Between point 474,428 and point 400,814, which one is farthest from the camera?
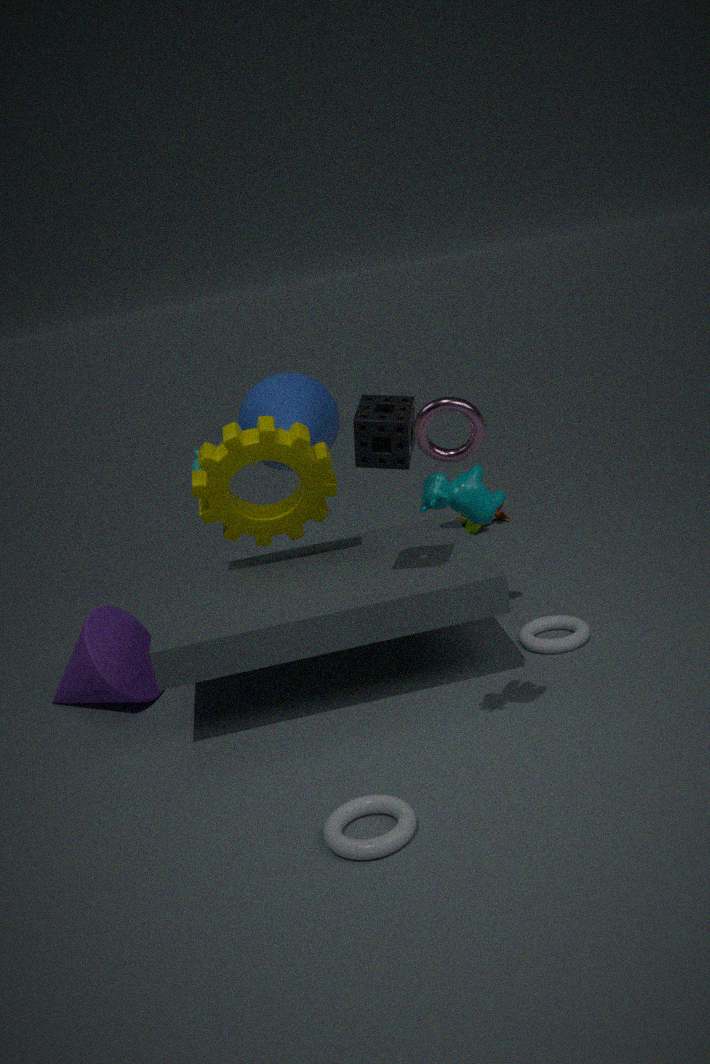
point 474,428
